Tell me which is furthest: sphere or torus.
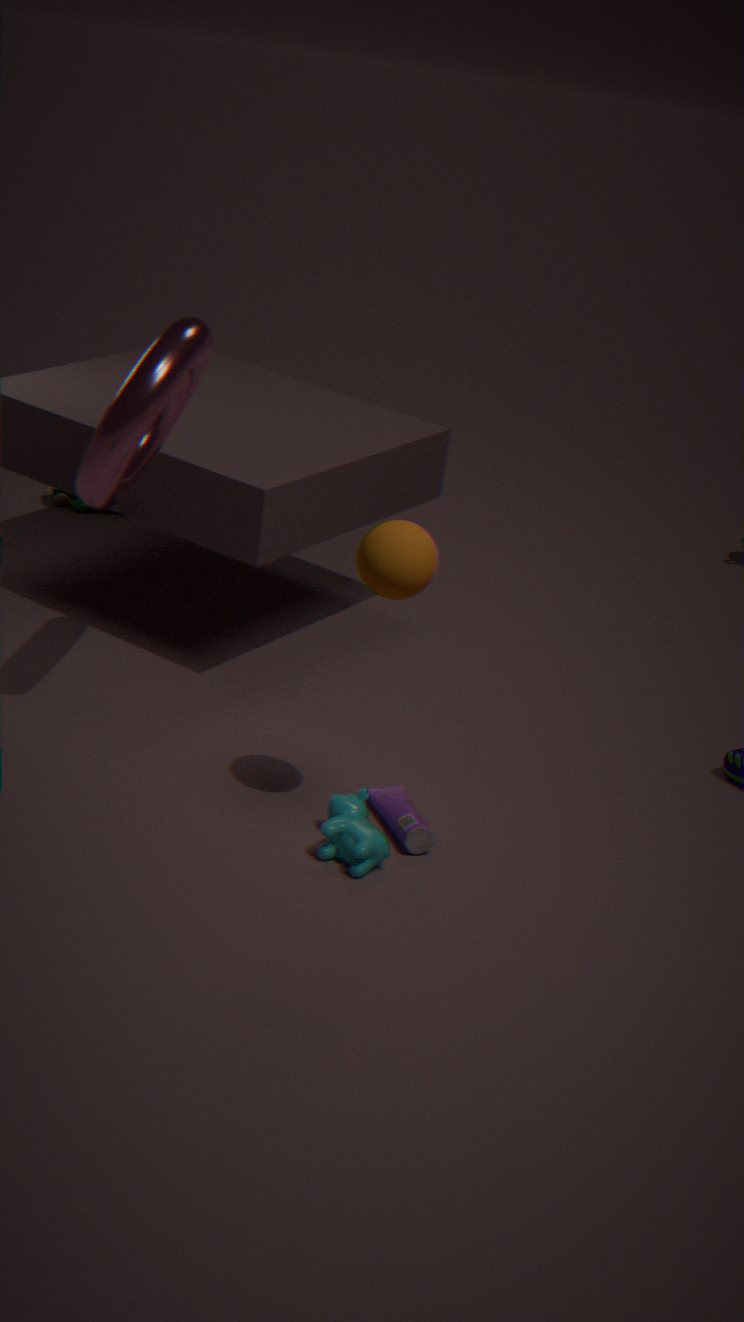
torus
